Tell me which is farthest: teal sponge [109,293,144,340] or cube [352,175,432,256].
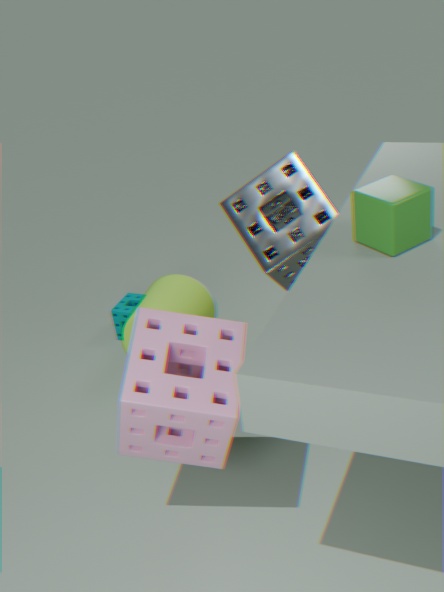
teal sponge [109,293,144,340]
